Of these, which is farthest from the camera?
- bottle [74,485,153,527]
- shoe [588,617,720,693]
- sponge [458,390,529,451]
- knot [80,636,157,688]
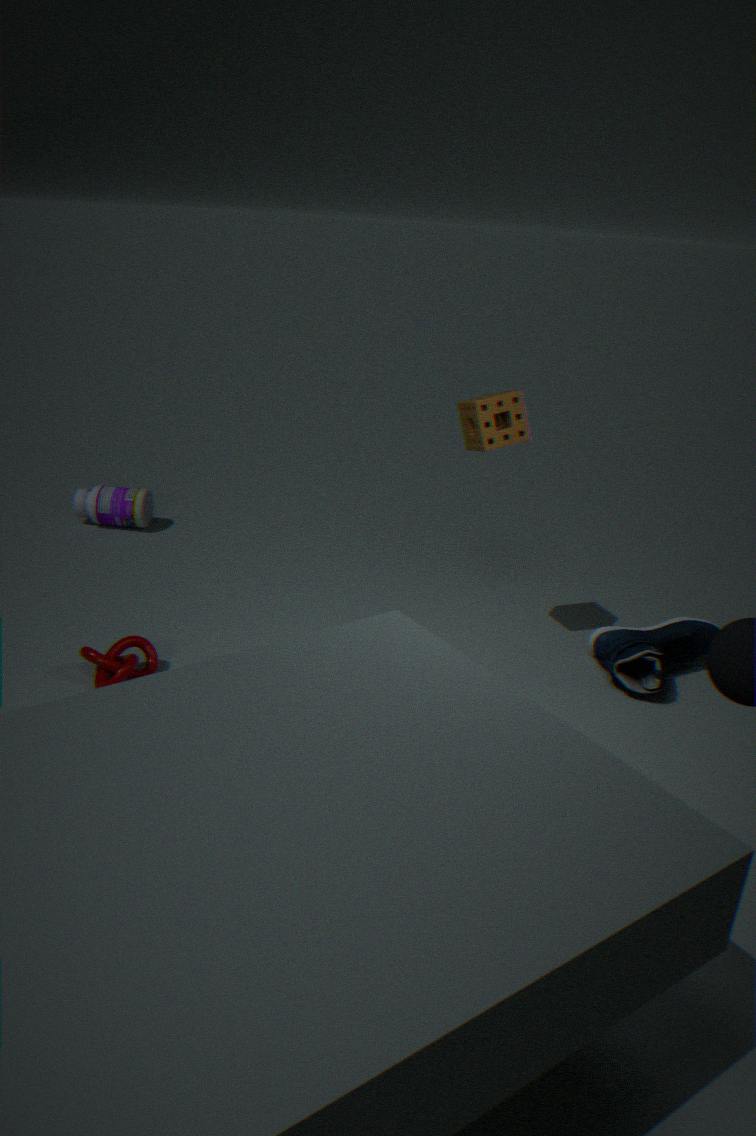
bottle [74,485,153,527]
